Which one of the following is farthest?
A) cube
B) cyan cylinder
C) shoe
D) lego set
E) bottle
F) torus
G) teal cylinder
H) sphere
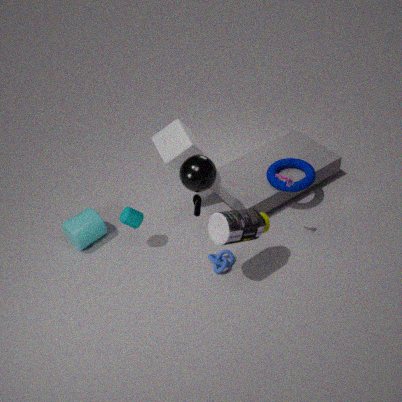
torus
